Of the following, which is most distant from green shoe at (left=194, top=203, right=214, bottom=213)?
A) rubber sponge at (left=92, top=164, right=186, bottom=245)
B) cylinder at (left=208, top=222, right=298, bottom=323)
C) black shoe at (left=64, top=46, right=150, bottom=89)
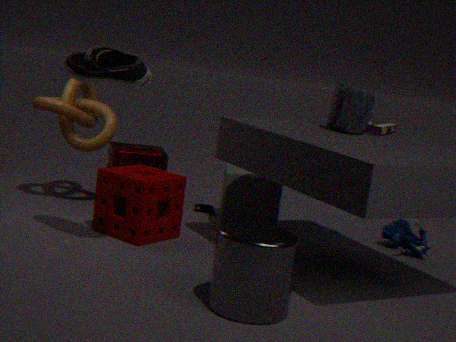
black shoe at (left=64, top=46, right=150, bottom=89)
